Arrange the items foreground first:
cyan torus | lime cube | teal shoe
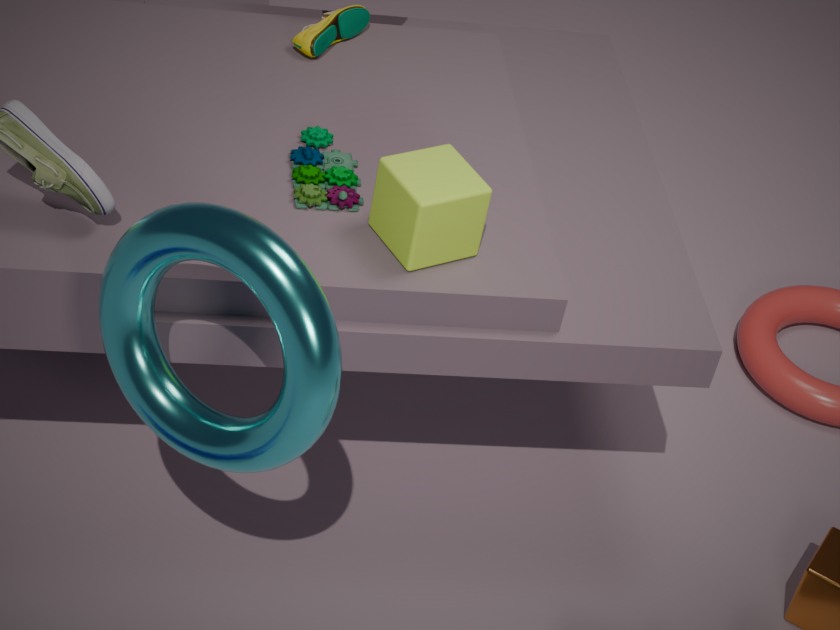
cyan torus < lime cube < teal shoe
